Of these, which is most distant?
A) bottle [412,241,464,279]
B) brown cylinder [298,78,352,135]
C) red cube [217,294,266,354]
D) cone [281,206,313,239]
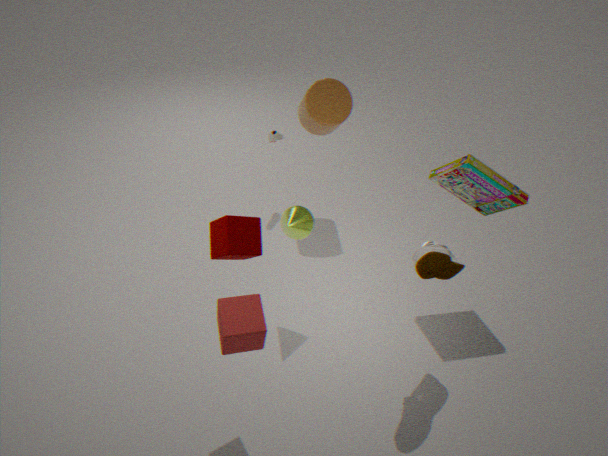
brown cylinder [298,78,352,135]
